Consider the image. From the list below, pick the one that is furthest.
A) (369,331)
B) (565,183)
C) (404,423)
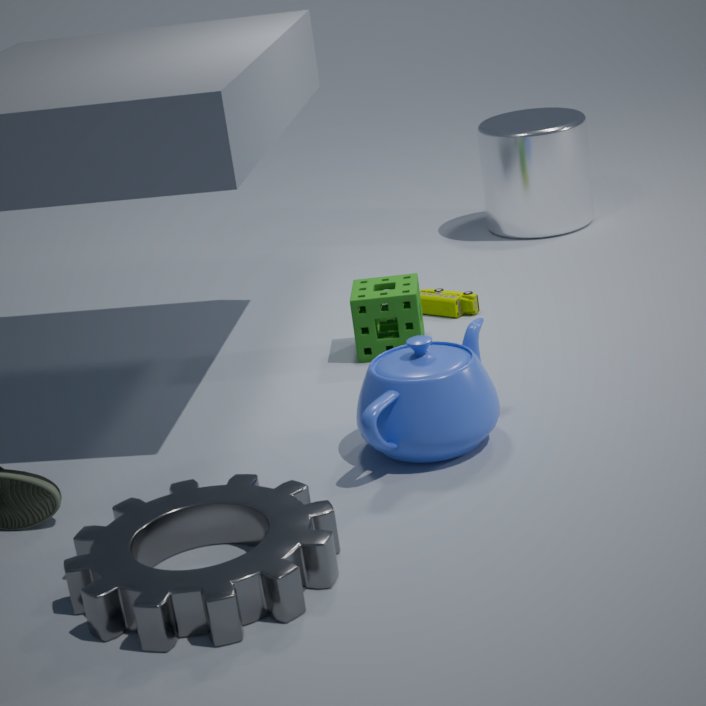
(565,183)
